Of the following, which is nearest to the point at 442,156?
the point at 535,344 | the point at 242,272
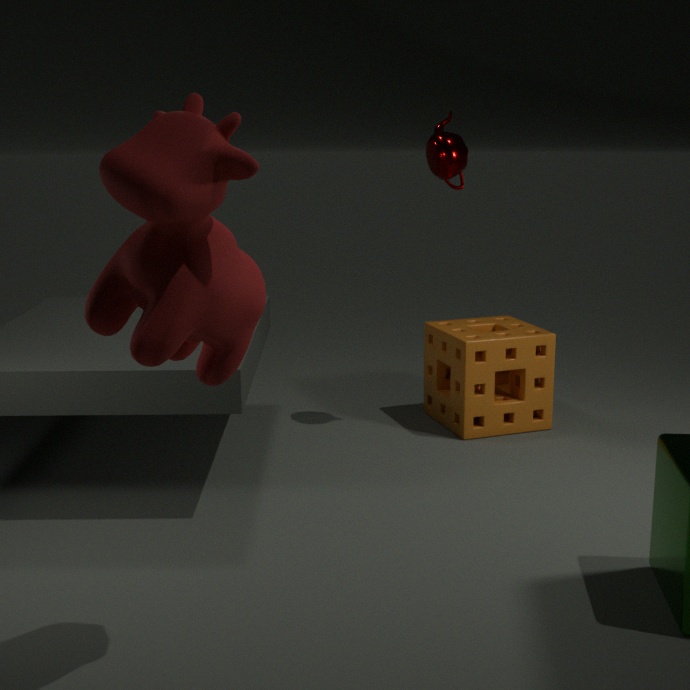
the point at 535,344
